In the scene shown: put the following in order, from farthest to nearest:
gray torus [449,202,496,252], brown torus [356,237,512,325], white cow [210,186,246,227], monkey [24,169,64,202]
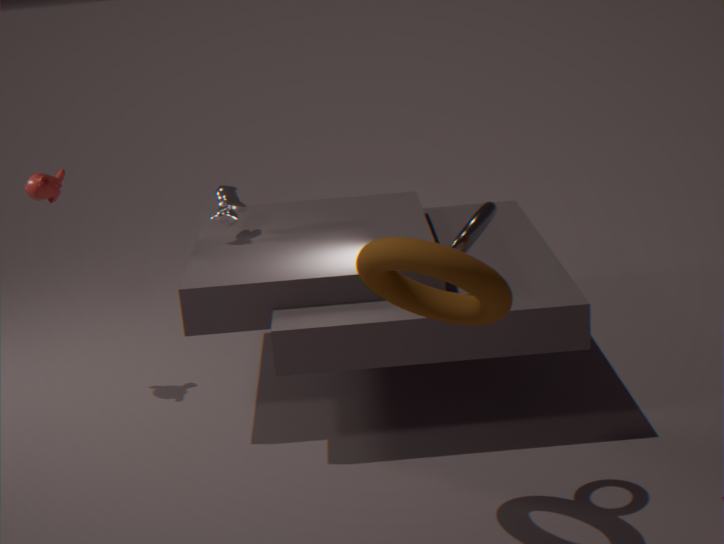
white cow [210,186,246,227]
monkey [24,169,64,202]
gray torus [449,202,496,252]
brown torus [356,237,512,325]
